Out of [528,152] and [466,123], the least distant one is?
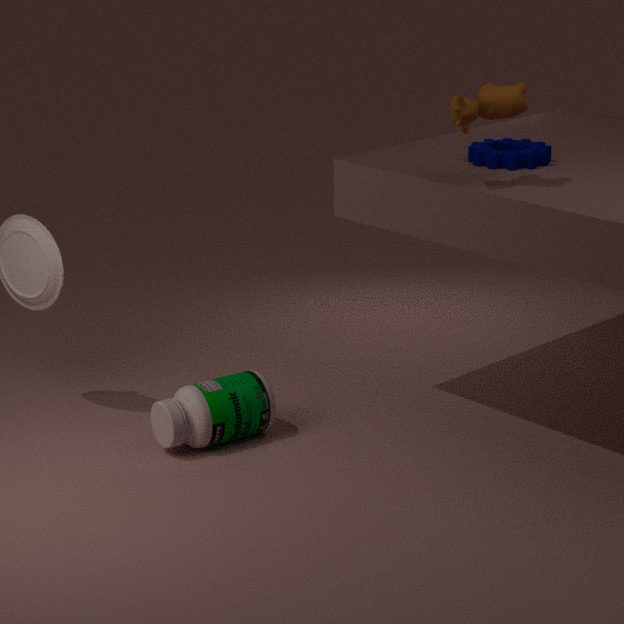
[466,123]
